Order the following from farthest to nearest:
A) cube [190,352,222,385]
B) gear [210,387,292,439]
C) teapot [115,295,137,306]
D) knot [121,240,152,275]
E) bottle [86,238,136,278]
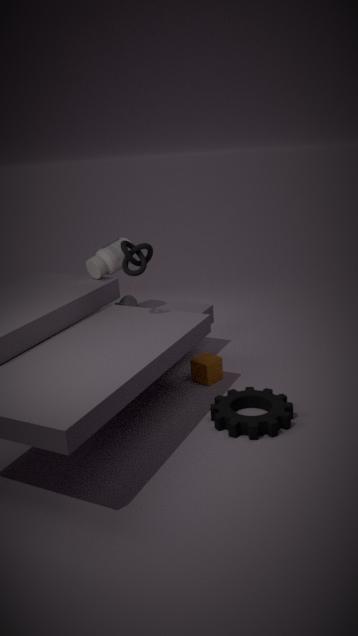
teapot [115,295,137,306] < bottle [86,238,136,278] < cube [190,352,222,385] < knot [121,240,152,275] < gear [210,387,292,439]
